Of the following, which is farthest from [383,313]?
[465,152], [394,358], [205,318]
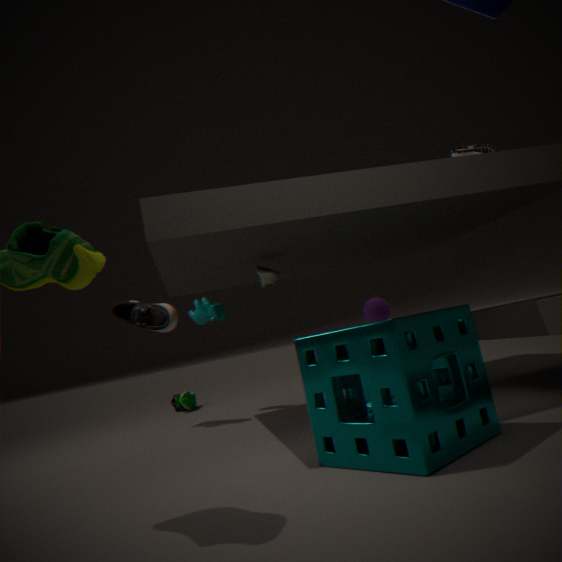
[394,358]
